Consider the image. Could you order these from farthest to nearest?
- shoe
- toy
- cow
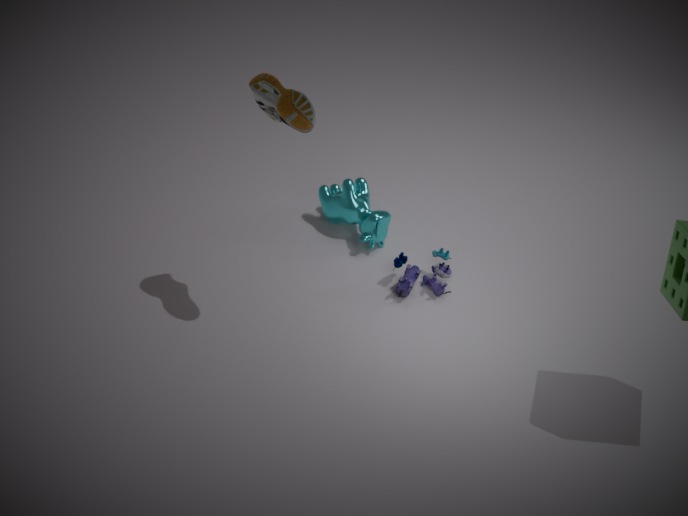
cow, toy, shoe
